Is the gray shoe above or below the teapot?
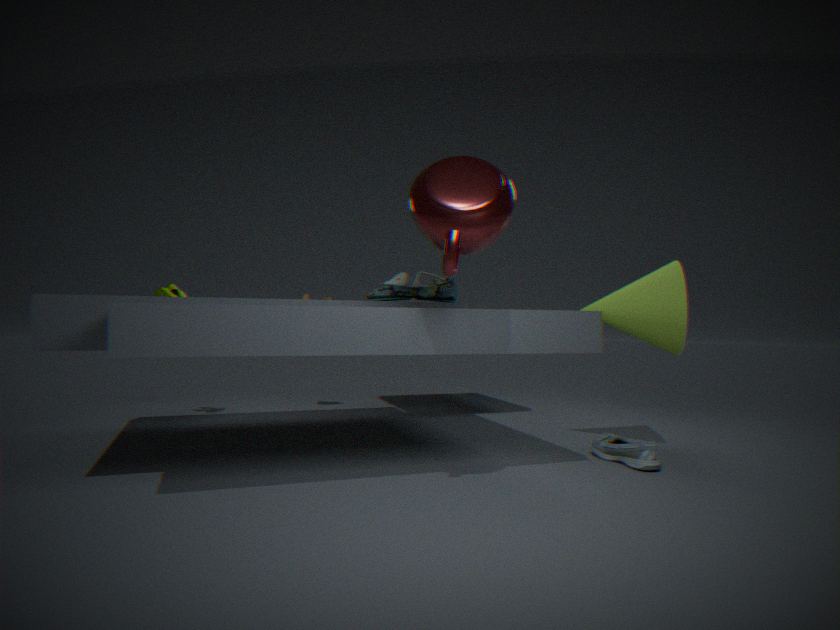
below
